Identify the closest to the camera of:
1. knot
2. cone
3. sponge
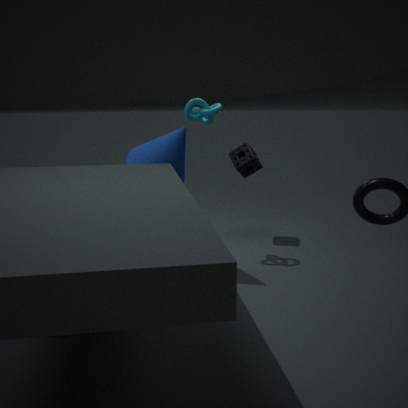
cone
